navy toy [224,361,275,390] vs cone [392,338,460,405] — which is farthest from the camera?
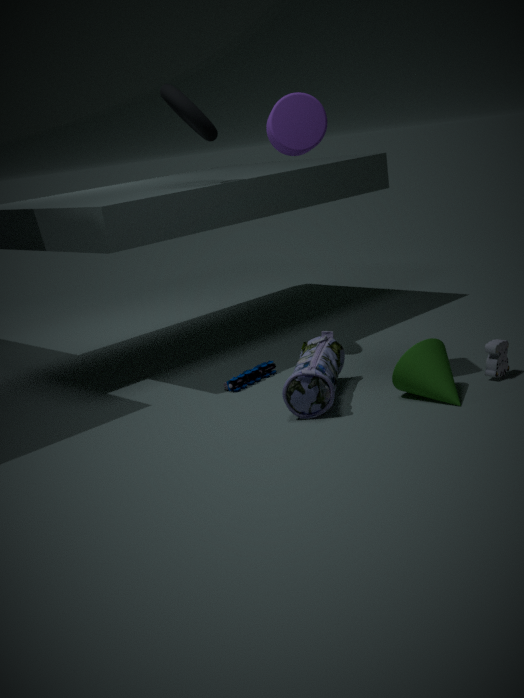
navy toy [224,361,275,390]
